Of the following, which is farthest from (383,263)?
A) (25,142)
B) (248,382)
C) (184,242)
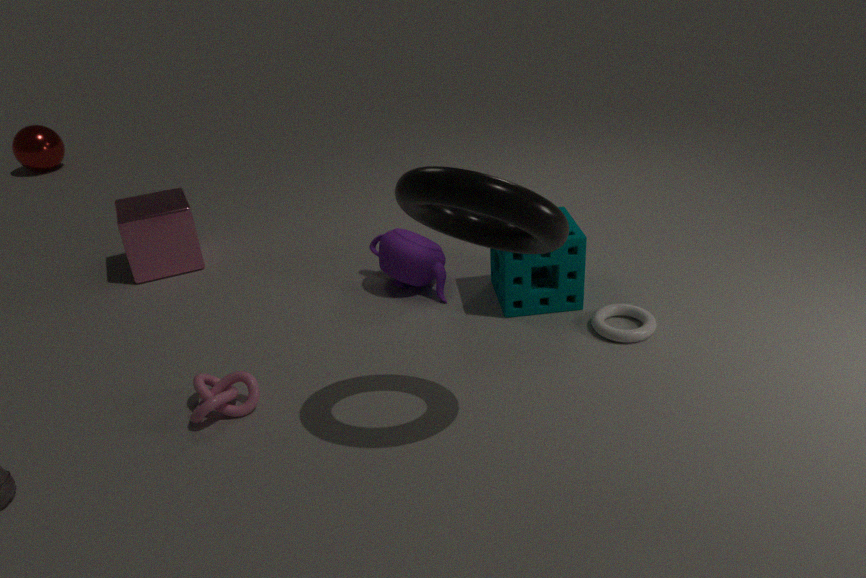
(25,142)
